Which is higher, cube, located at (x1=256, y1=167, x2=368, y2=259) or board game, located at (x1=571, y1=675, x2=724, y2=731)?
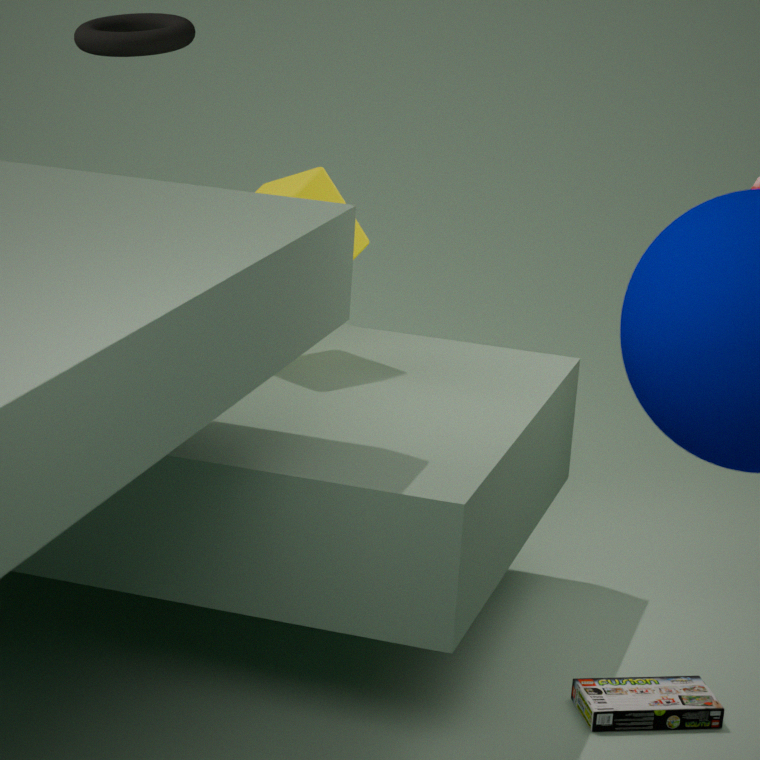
cube, located at (x1=256, y1=167, x2=368, y2=259)
